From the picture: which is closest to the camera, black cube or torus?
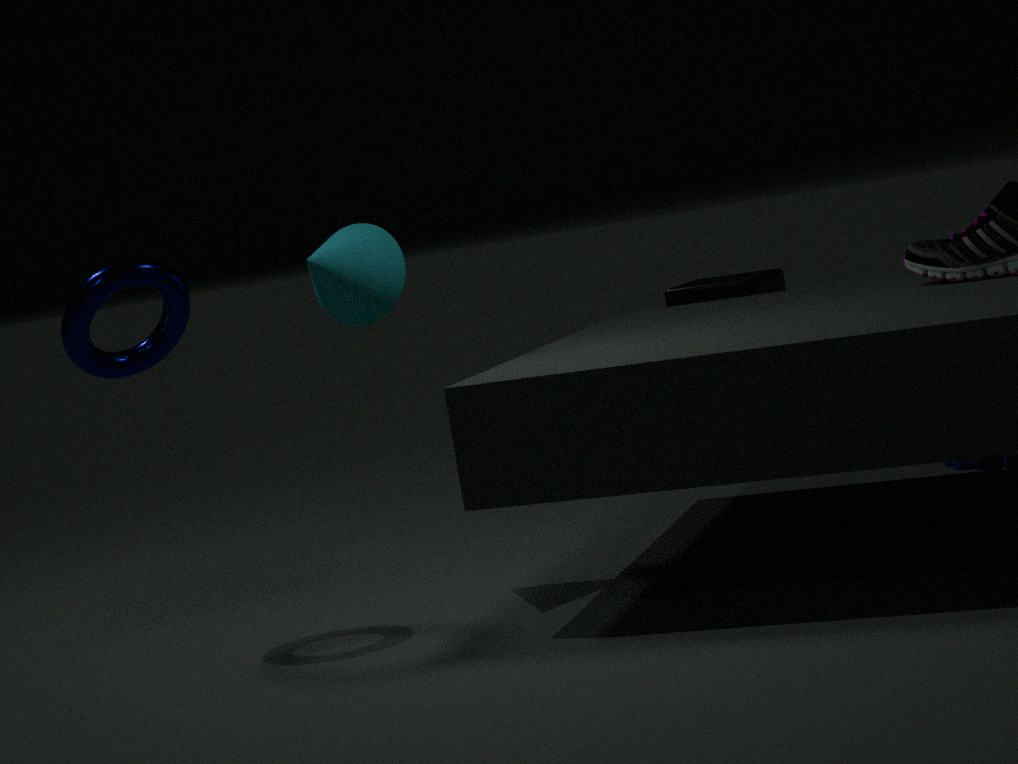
torus
